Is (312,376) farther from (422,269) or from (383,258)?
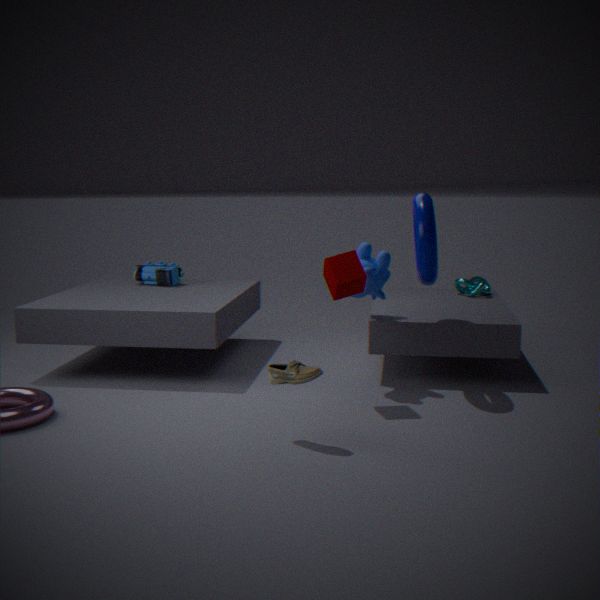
(422,269)
